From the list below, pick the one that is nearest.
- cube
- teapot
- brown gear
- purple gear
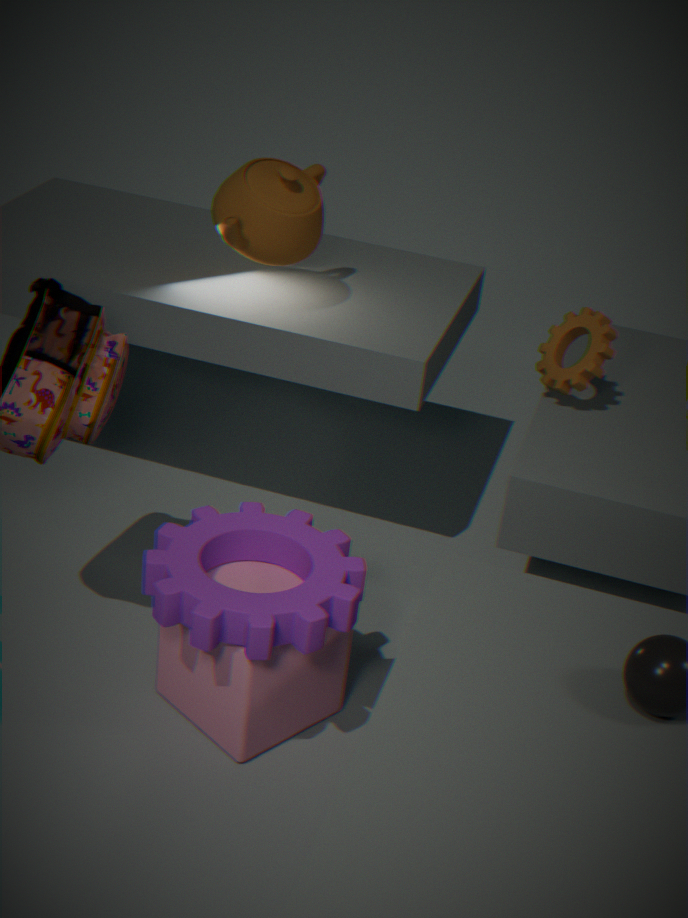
purple gear
